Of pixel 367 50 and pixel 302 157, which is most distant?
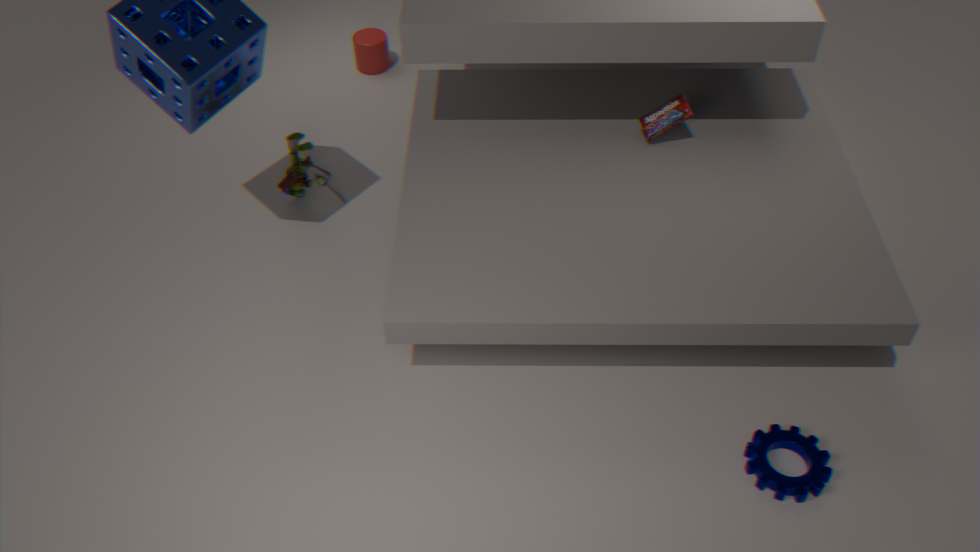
pixel 367 50
